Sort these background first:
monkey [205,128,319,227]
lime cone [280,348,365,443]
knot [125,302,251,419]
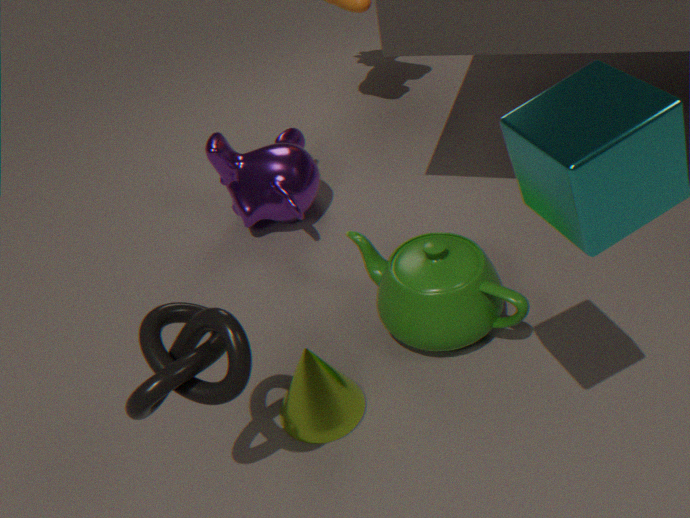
monkey [205,128,319,227]
lime cone [280,348,365,443]
knot [125,302,251,419]
